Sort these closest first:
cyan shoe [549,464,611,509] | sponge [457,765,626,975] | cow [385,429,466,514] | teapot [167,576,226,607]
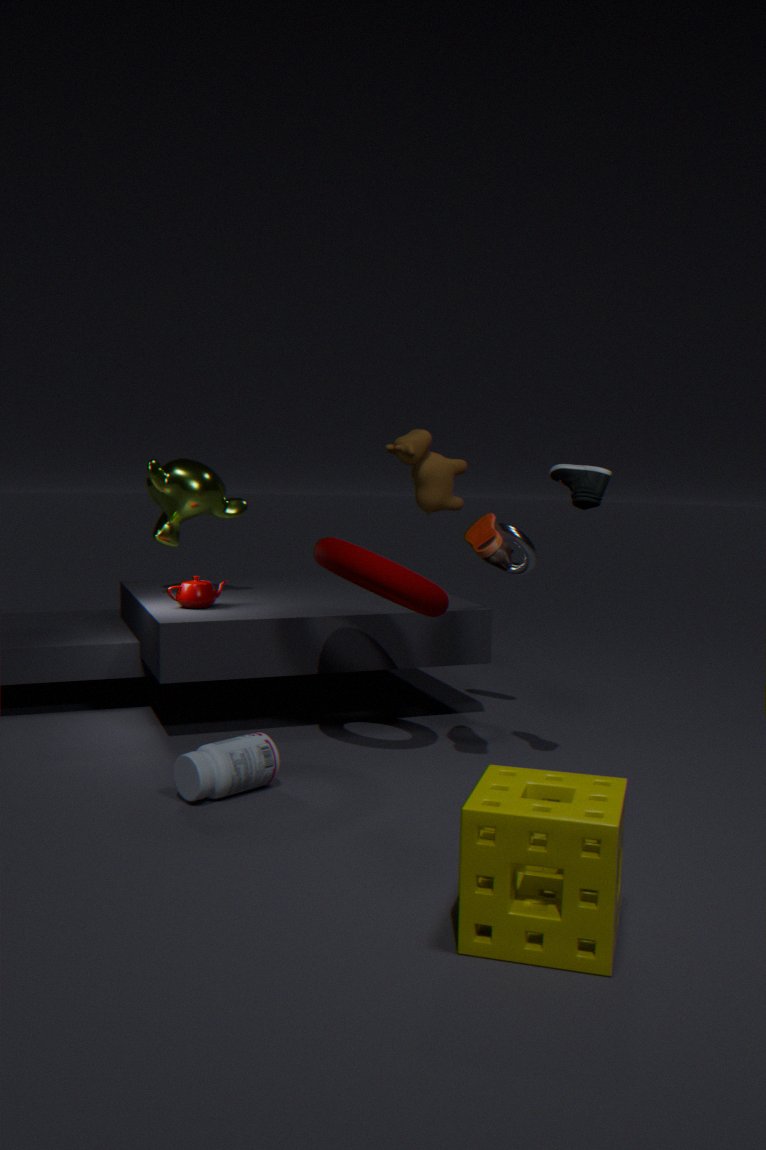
sponge [457,765,626,975] < cyan shoe [549,464,611,509] < teapot [167,576,226,607] < cow [385,429,466,514]
